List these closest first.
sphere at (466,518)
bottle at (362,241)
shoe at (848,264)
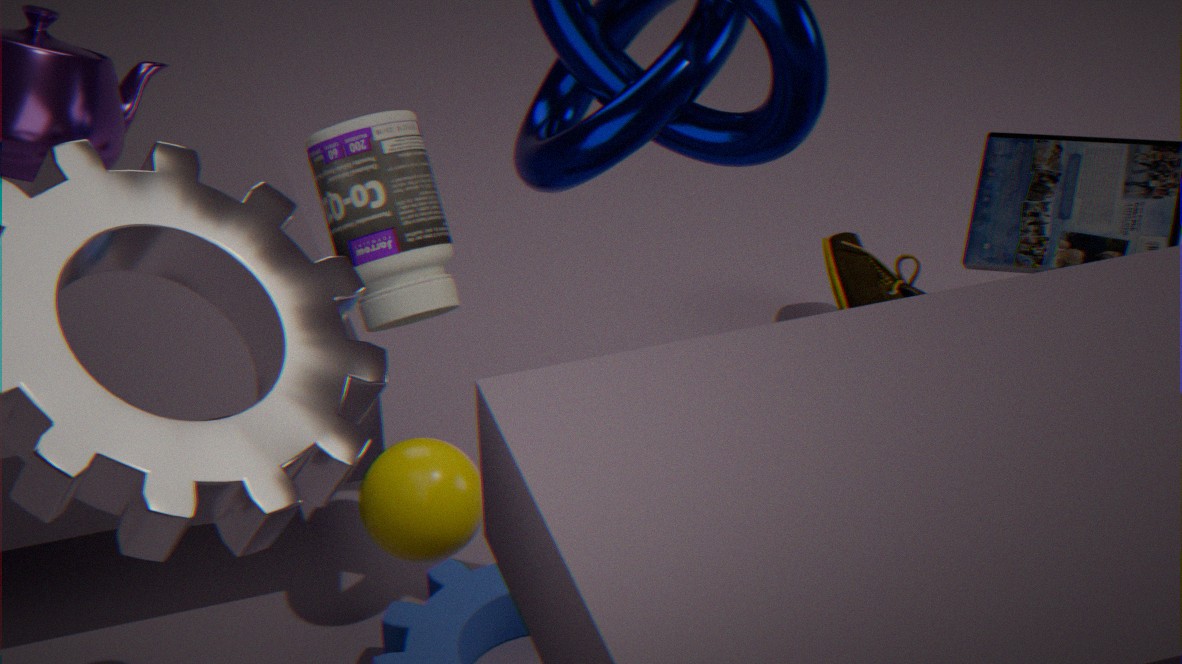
1. bottle at (362,241)
2. sphere at (466,518)
3. shoe at (848,264)
